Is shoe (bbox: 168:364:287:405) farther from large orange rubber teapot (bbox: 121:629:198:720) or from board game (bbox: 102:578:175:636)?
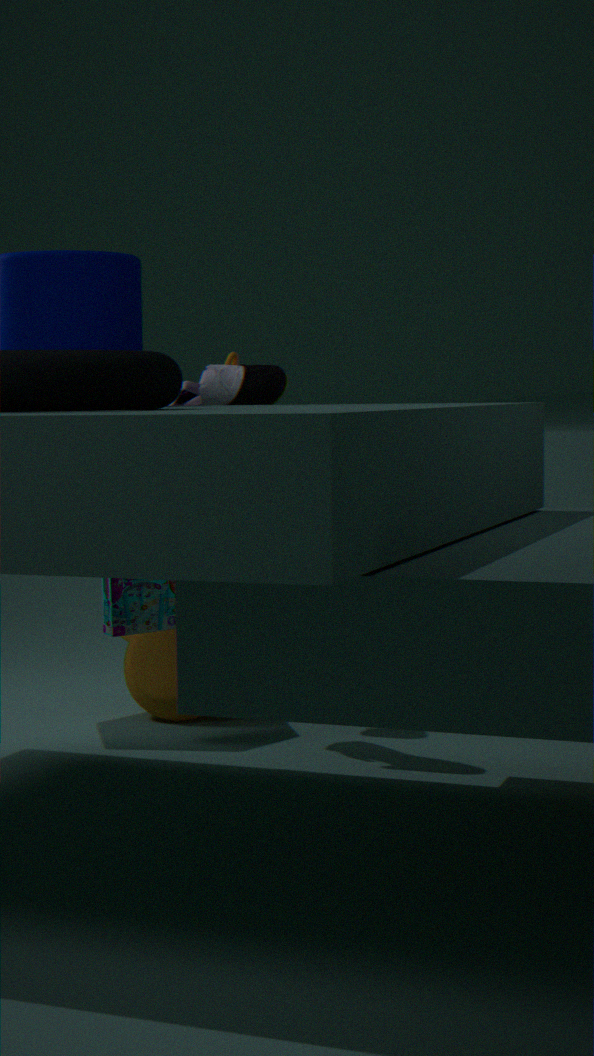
large orange rubber teapot (bbox: 121:629:198:720)
